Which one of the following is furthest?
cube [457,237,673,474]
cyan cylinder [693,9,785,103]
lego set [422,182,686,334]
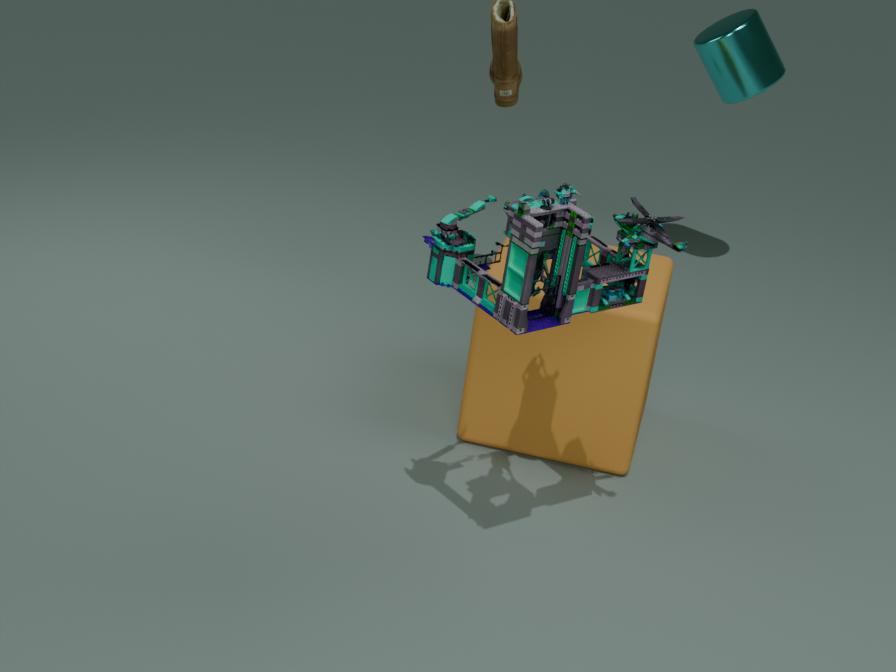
cyan cylinder [693,9,785,103]
